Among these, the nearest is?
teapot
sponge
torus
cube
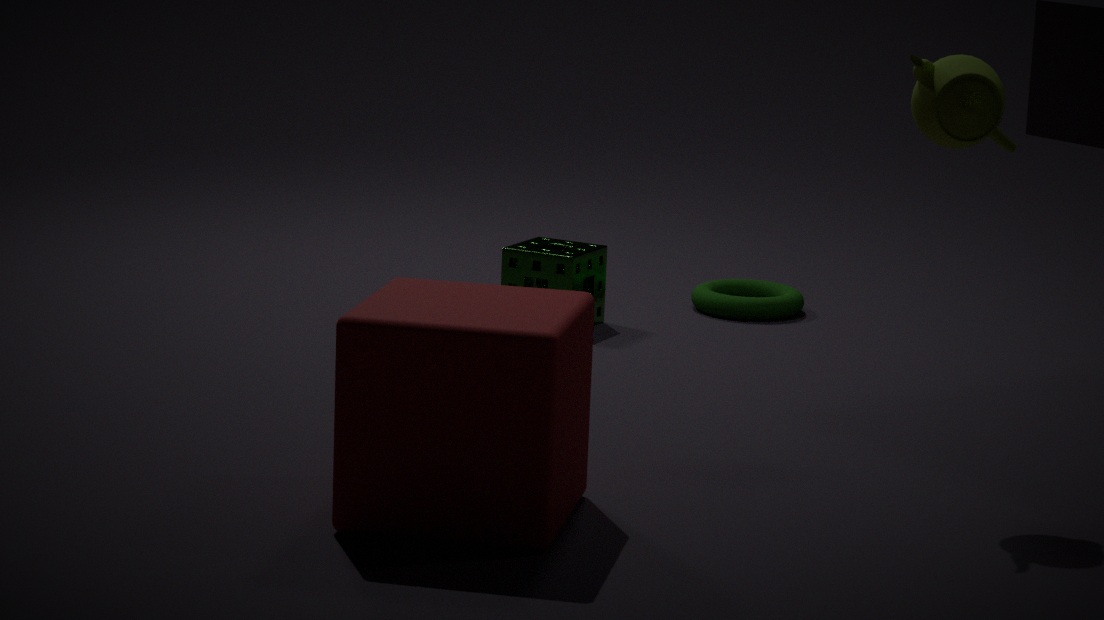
cube
